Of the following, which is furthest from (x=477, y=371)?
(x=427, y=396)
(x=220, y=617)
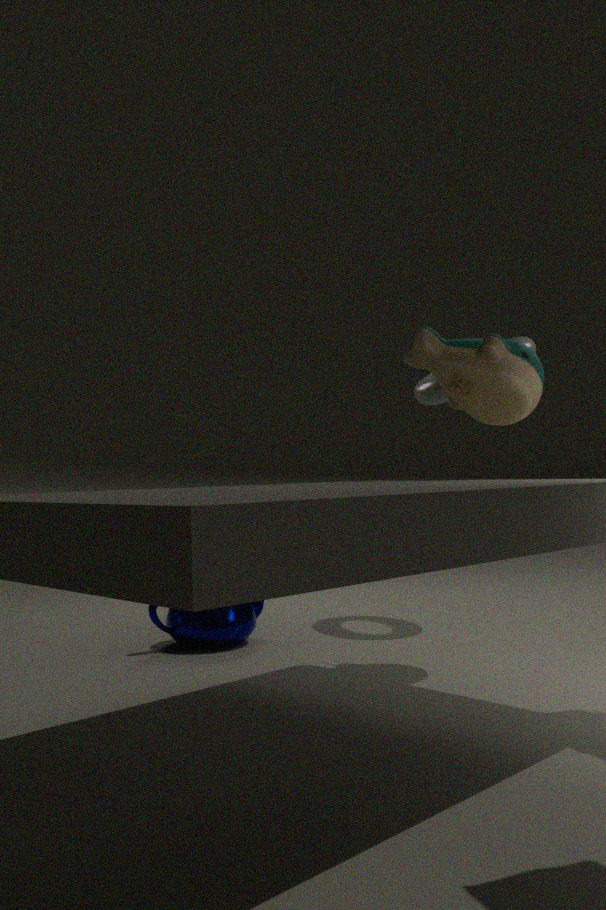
(x=220, y=617)
